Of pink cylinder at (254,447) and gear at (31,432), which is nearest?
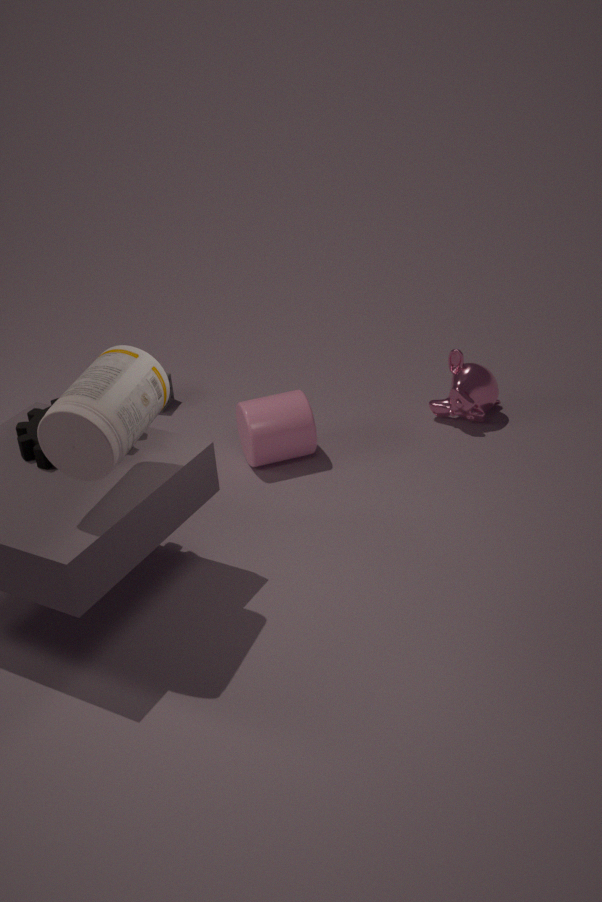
gear at (31,432)
